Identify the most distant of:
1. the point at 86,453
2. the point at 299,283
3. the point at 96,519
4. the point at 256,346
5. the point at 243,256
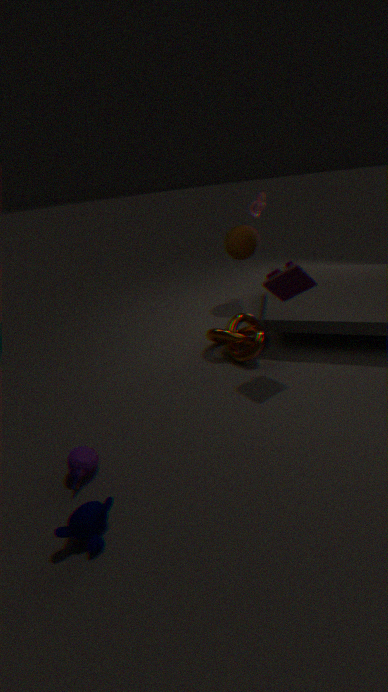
the point at 243,256
